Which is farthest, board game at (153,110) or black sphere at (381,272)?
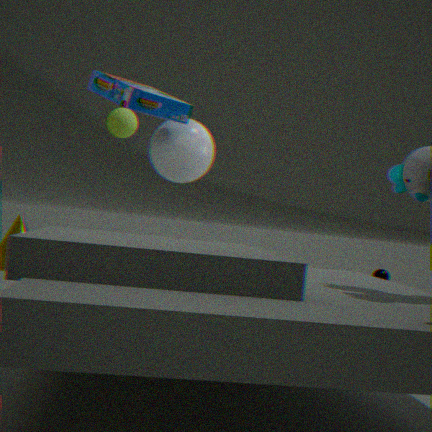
black sphere at (381,272)
